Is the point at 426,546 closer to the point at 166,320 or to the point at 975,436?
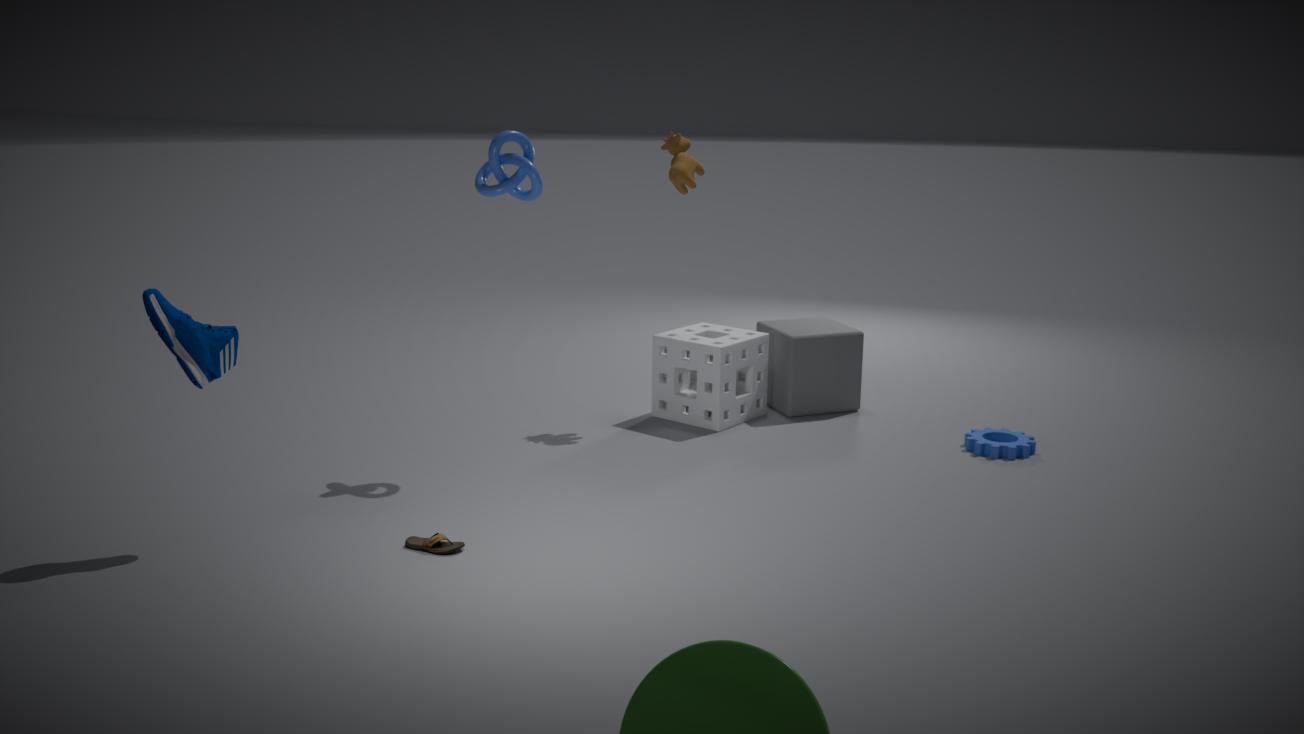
the point at 166,320
